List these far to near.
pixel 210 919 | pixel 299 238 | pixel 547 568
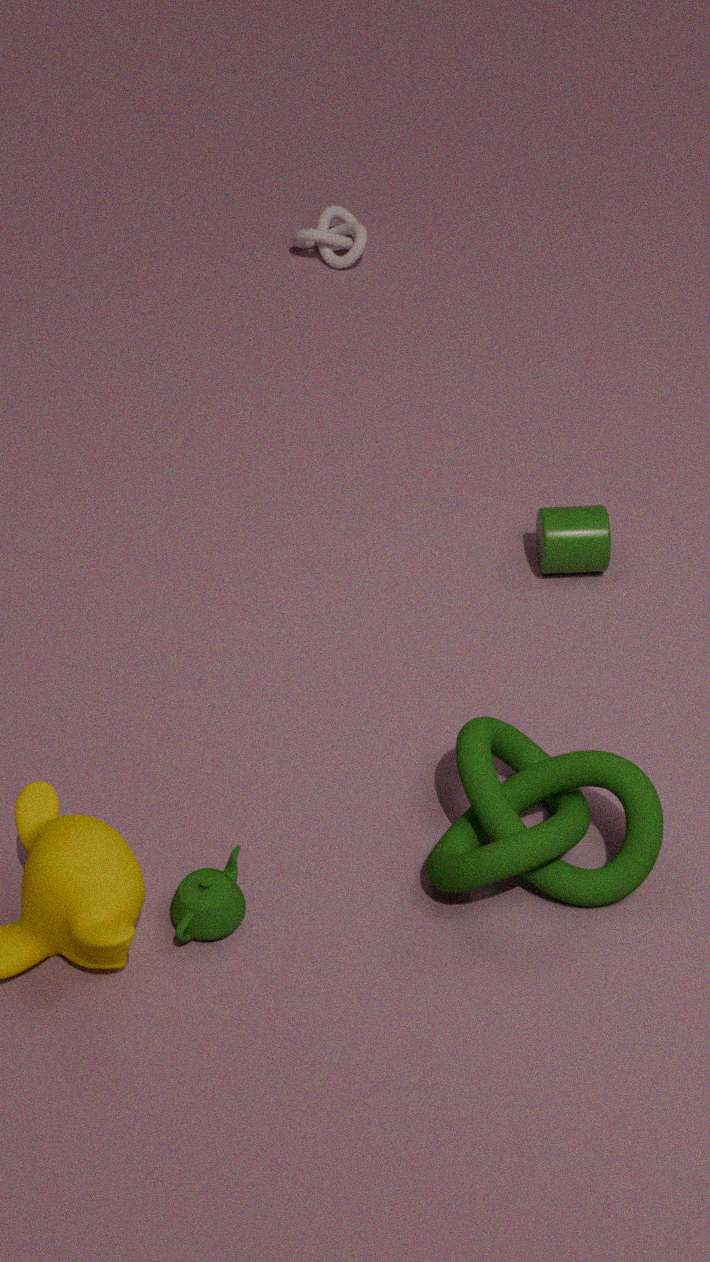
pixel 299 238 < pixel 547 568 < pixel 210 919
